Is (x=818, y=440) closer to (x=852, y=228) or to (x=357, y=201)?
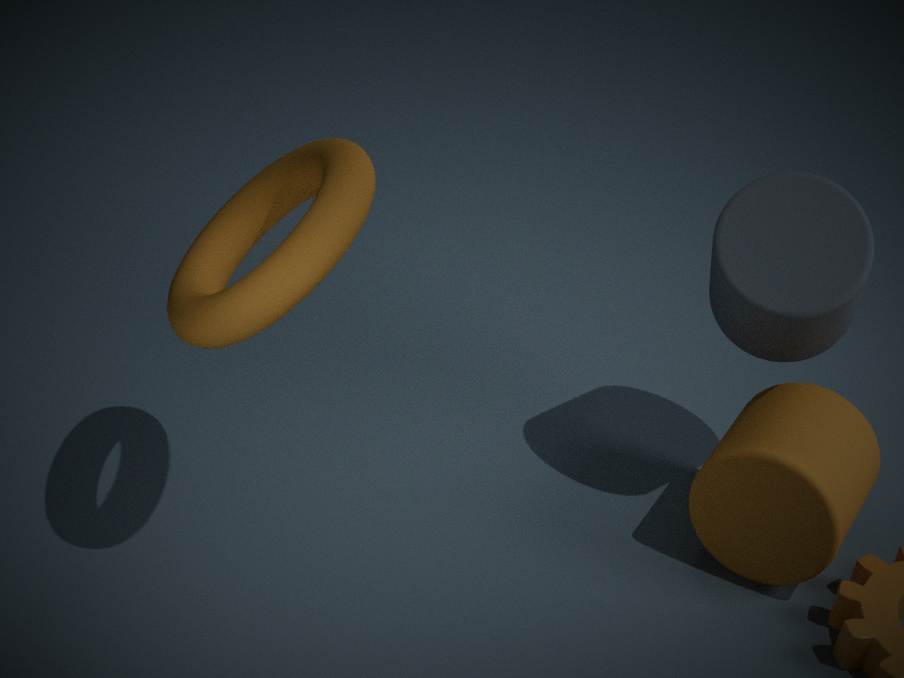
(x=852, y=228)
